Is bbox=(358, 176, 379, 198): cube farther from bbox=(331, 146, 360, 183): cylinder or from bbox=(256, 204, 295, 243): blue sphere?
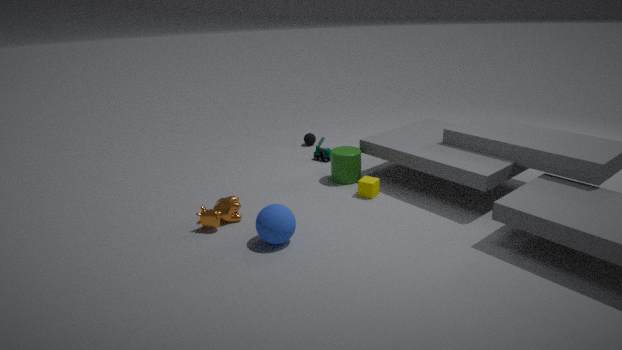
bbox=(256, 204, 295, 243): blue sphere
